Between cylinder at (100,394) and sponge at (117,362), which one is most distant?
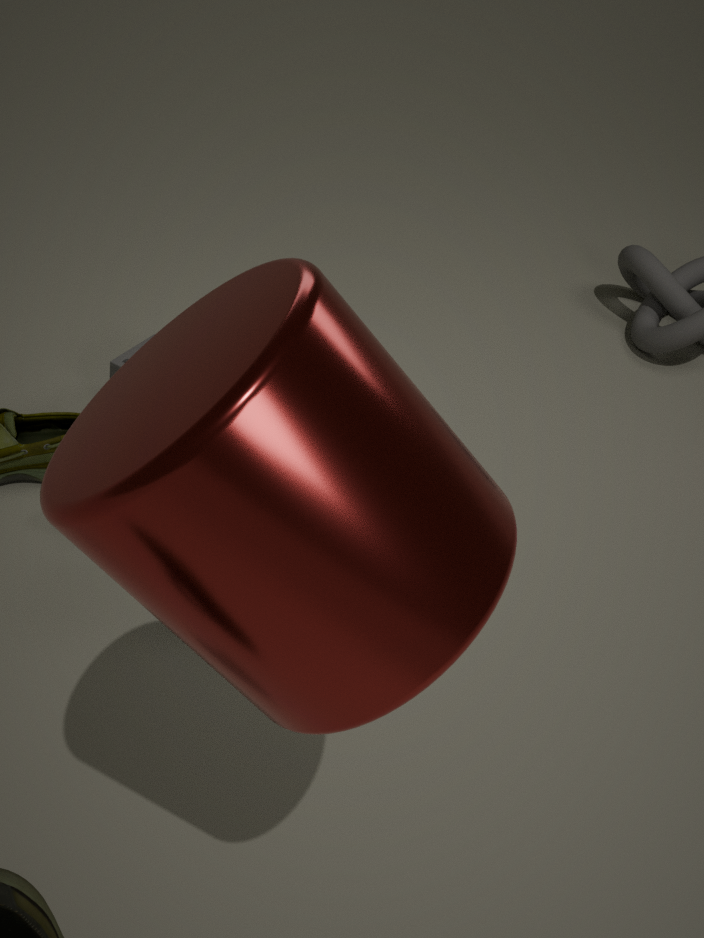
sponge at (117,362)
